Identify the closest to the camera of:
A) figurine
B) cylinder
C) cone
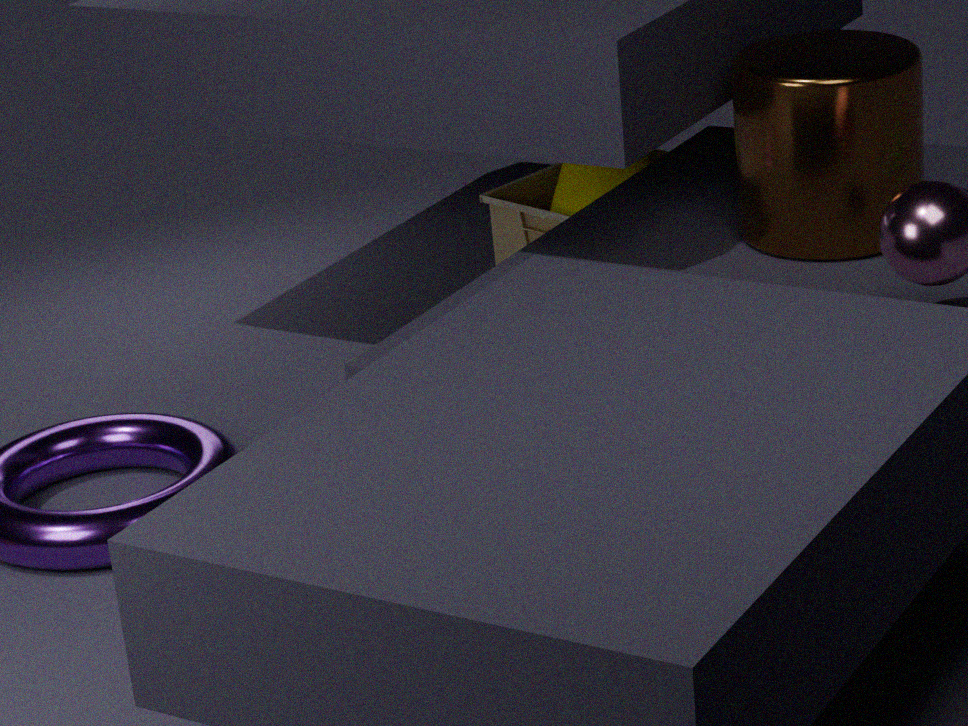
cylinder
